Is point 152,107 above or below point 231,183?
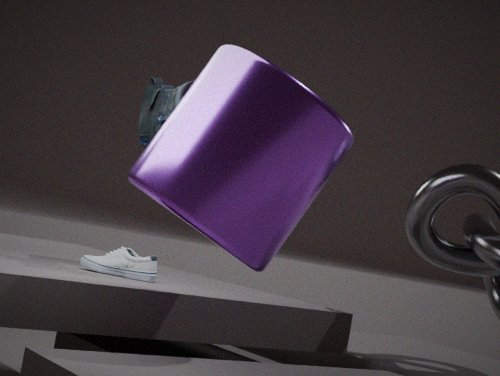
above
